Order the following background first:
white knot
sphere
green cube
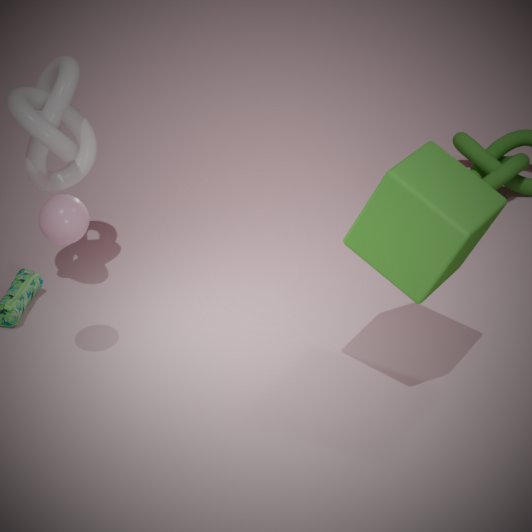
white knot
sphere
green cube
